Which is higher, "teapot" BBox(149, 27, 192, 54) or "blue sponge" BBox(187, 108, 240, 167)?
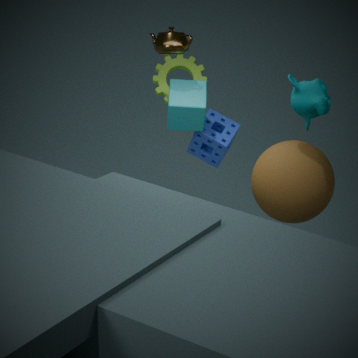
"teapot" BBox(149, 27, 192, 54)
